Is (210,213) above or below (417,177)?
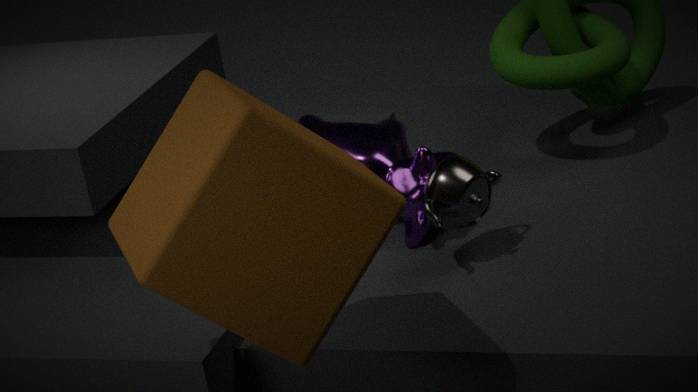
above
